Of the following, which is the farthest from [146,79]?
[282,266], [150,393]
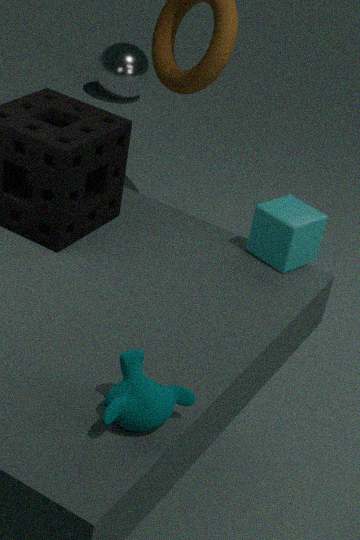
[150,393]
